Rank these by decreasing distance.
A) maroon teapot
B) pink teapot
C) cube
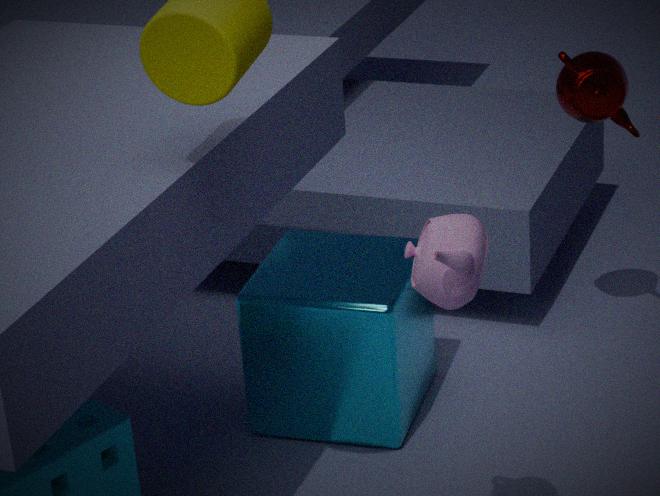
maroon teapot, cube, pink teapot
